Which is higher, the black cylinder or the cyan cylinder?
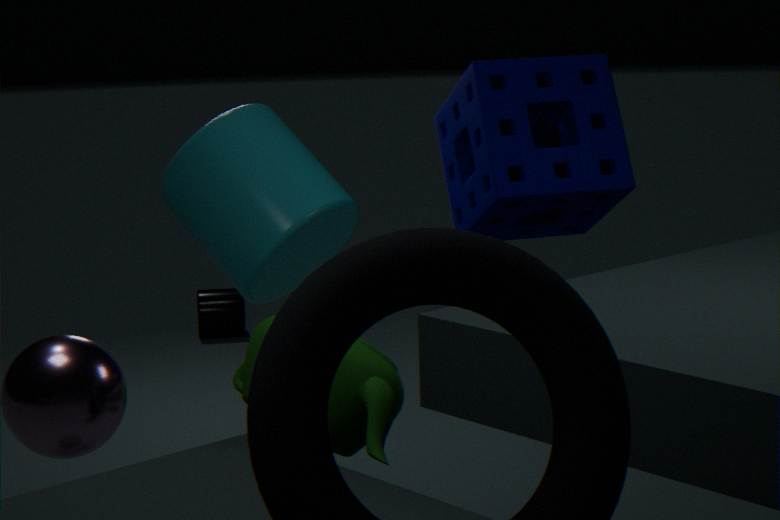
the cyan cylinder
